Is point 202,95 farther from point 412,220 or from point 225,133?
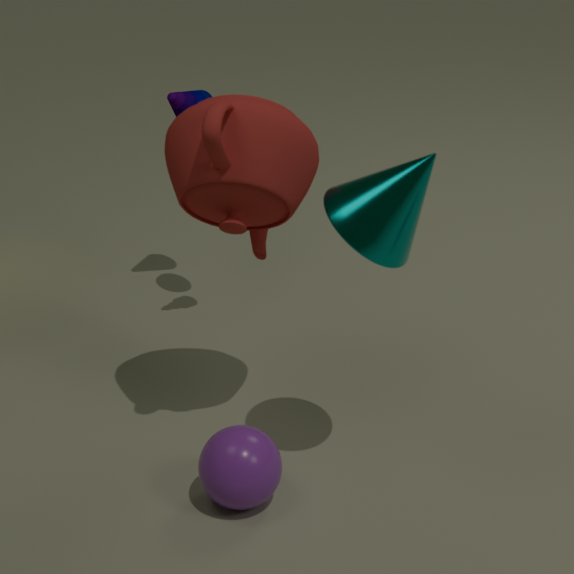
point 412,220
